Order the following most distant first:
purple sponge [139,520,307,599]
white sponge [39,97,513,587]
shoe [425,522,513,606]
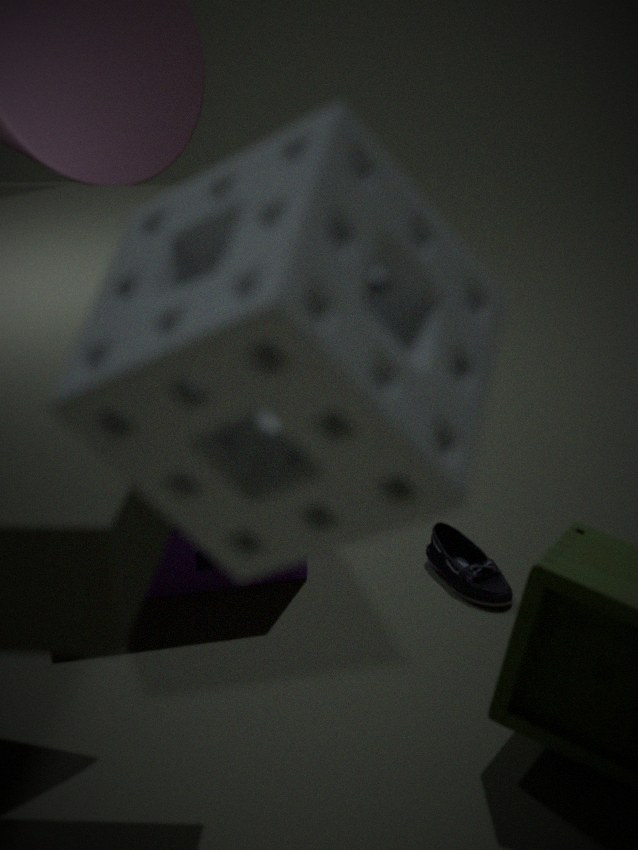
1. shoe [425,522,513,606]
2. purple sponge [139,520,307,599]
3. white sponge [39,97,513,587]
